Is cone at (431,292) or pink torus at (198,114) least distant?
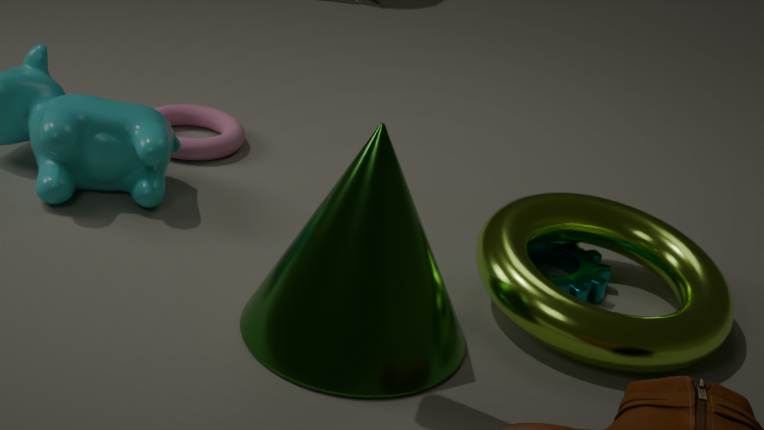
cone at (431,292)
